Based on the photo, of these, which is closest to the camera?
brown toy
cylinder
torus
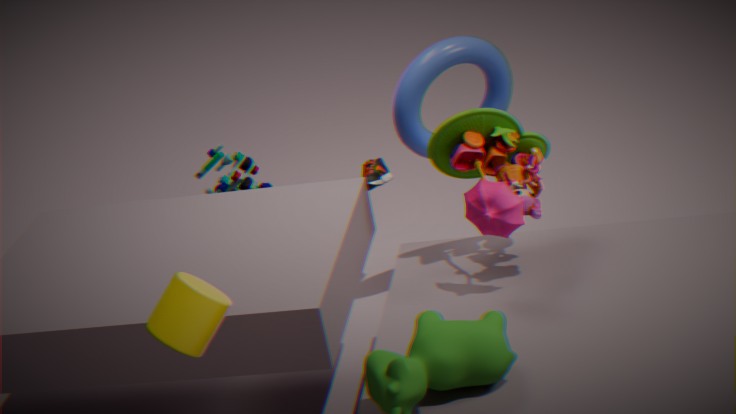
cylinder
